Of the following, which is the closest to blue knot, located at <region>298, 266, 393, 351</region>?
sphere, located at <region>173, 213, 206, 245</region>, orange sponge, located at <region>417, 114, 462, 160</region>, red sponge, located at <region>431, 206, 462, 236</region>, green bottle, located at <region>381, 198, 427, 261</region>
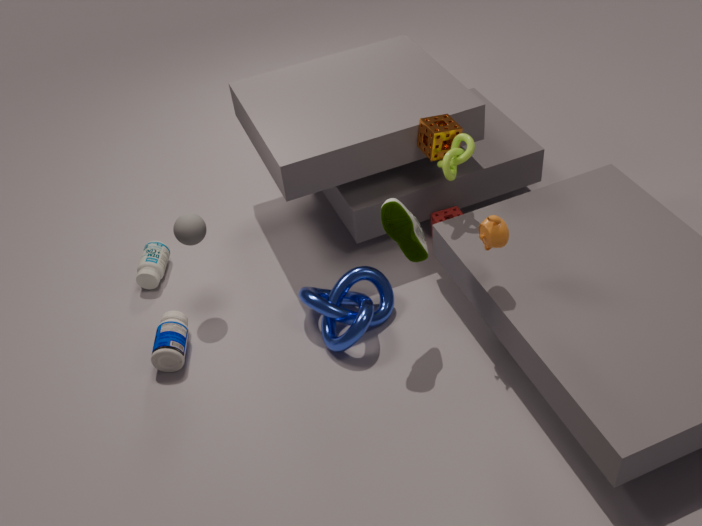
green bottle, located at <region>381, 198, 427, 261</region>
